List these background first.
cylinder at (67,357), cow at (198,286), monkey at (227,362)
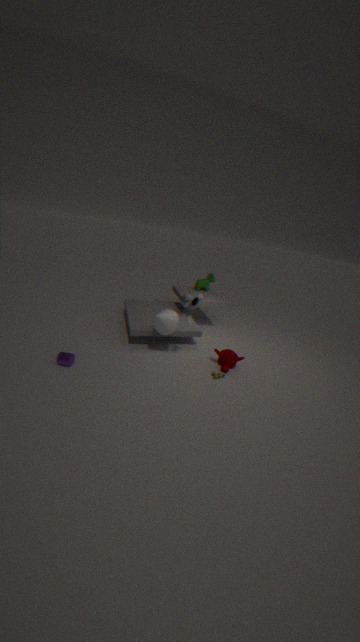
cow at (198,286), monkey at (227,362), cylinder at (67,357)
